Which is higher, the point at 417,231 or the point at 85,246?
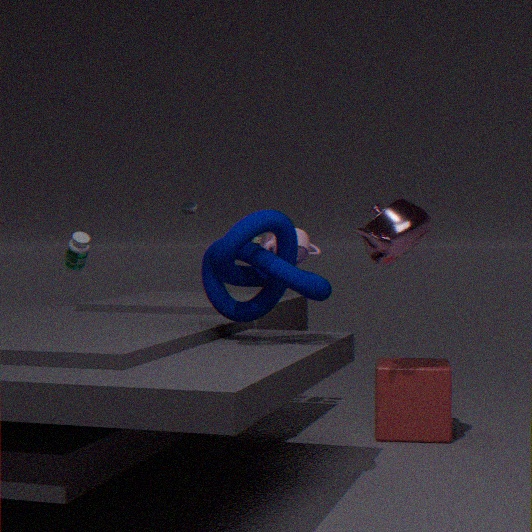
the point at 417,231
